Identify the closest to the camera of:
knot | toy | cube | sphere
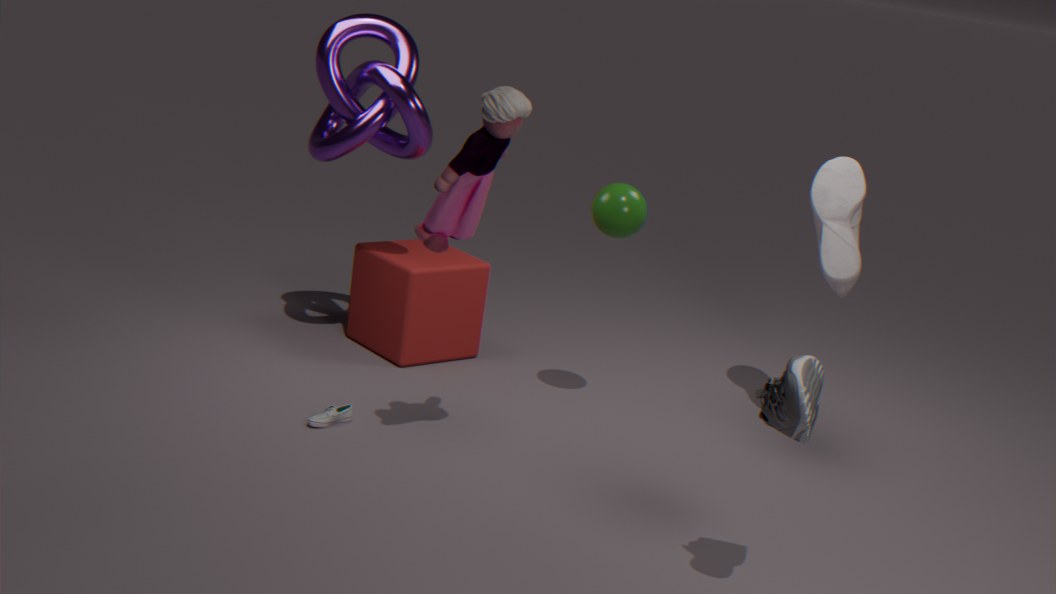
toy
